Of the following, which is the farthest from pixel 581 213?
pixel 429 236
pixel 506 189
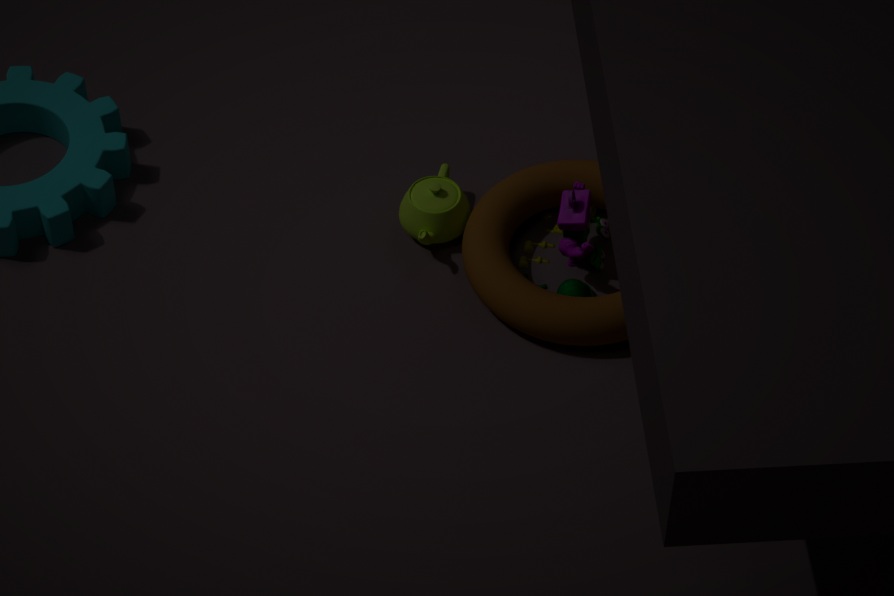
pixel 429 236
